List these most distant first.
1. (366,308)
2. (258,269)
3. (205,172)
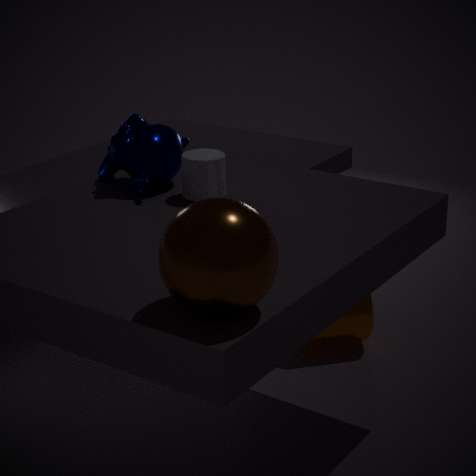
(366,308) → (205,172) → (258,269)
